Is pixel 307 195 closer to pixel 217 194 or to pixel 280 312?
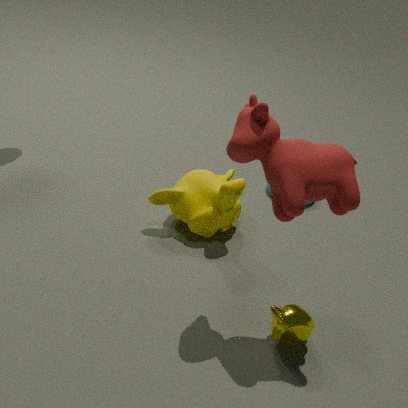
pixel 280 312
